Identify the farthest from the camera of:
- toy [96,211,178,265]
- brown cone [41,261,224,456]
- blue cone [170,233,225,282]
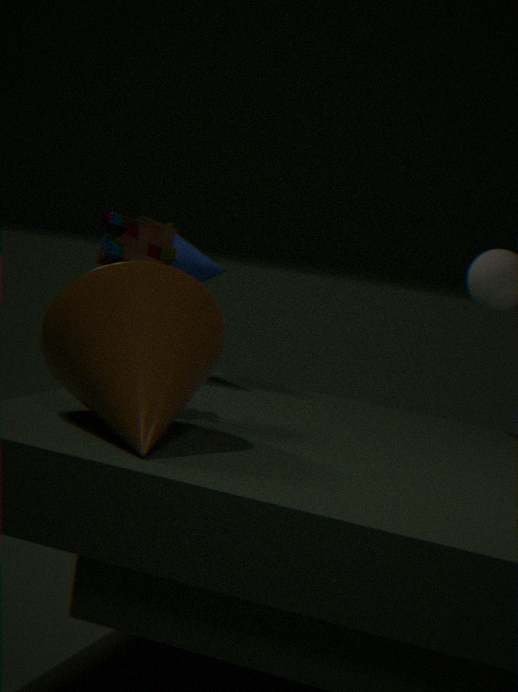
blue cone [170,233,225,282]
